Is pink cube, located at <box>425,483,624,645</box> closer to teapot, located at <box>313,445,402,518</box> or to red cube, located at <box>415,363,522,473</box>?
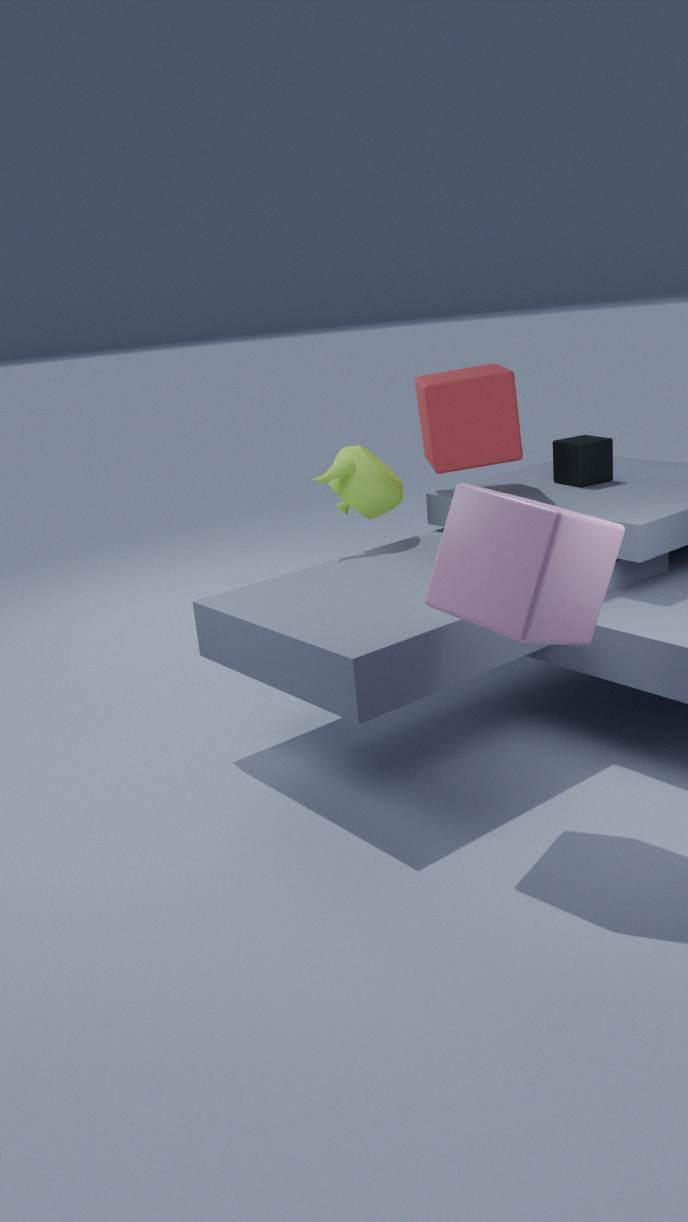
red cube, located at <box>415,363,522,473</box>
